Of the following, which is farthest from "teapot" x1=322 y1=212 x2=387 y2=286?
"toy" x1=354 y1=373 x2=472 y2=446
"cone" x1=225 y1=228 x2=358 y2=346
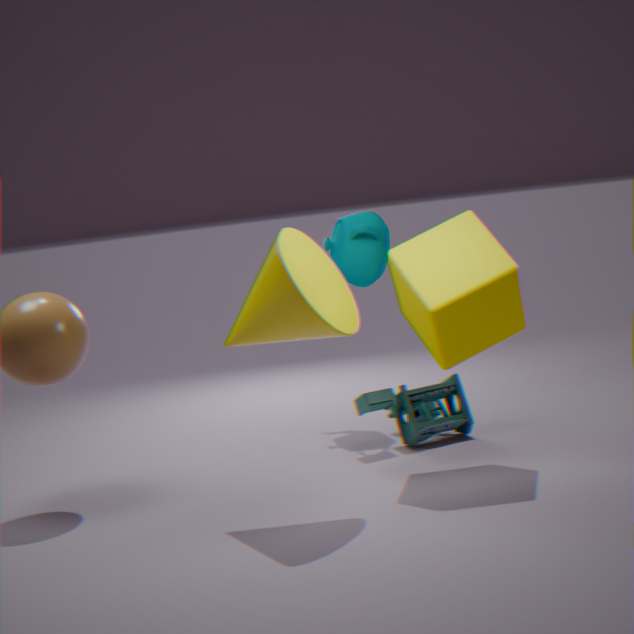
"cone" x1=225 y1=228 x2=358 y2=346
